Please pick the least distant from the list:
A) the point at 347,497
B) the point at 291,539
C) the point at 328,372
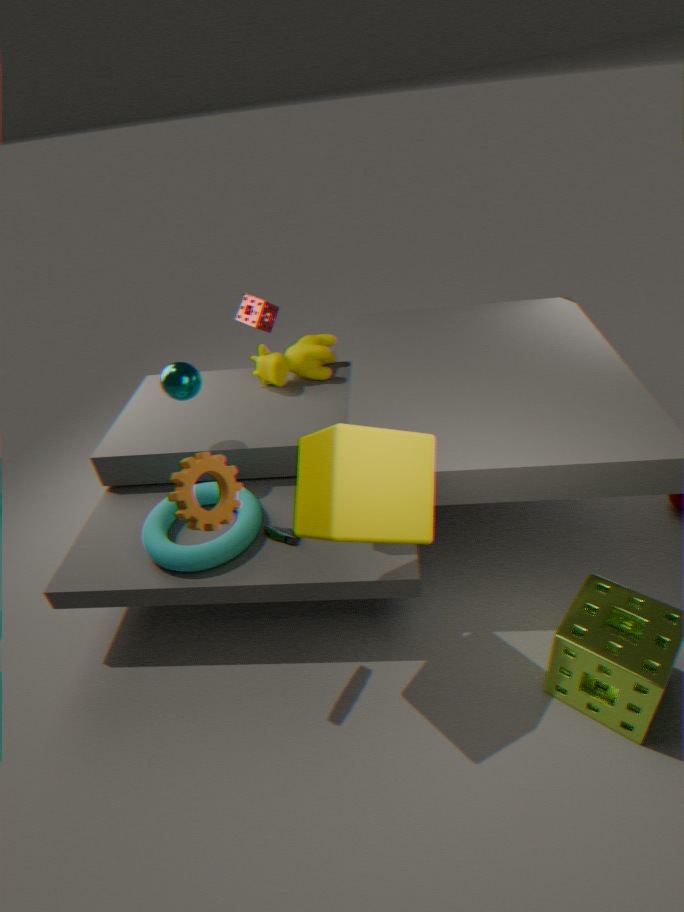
the point at 347,497
